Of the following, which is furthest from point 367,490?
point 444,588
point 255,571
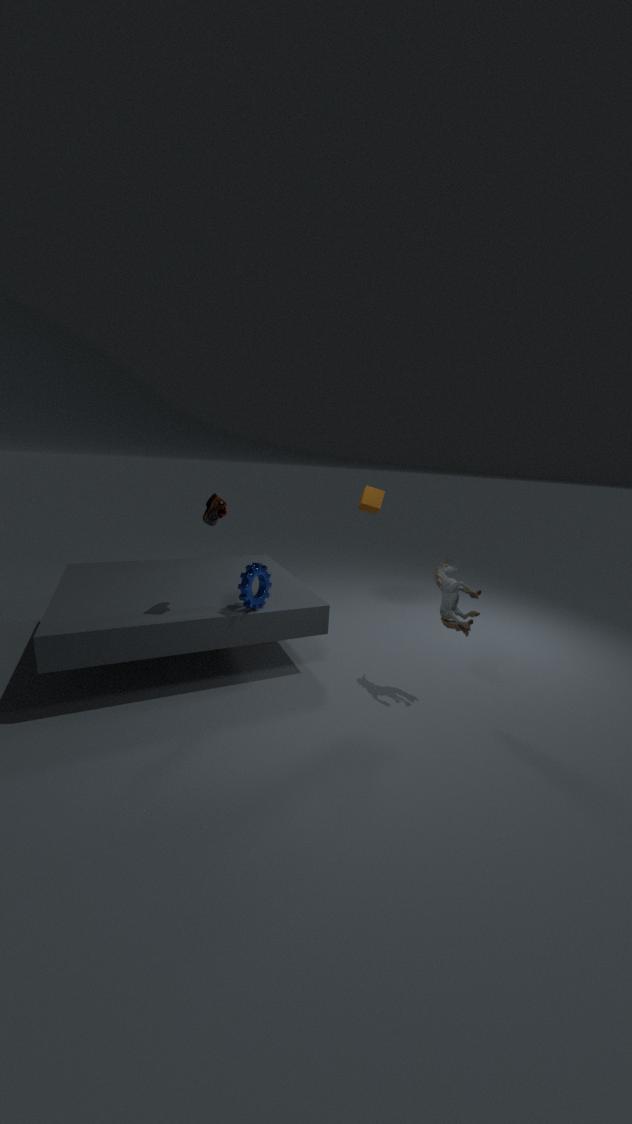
point 255,571
